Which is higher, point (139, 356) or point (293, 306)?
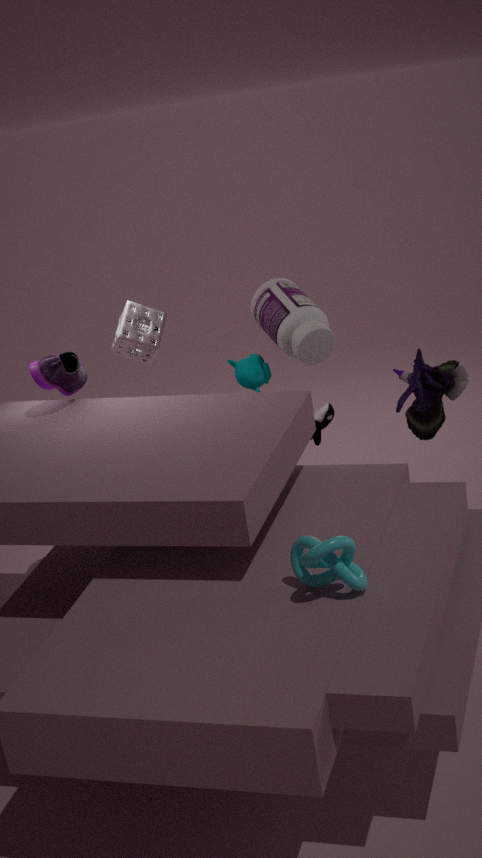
point (139, 356)
